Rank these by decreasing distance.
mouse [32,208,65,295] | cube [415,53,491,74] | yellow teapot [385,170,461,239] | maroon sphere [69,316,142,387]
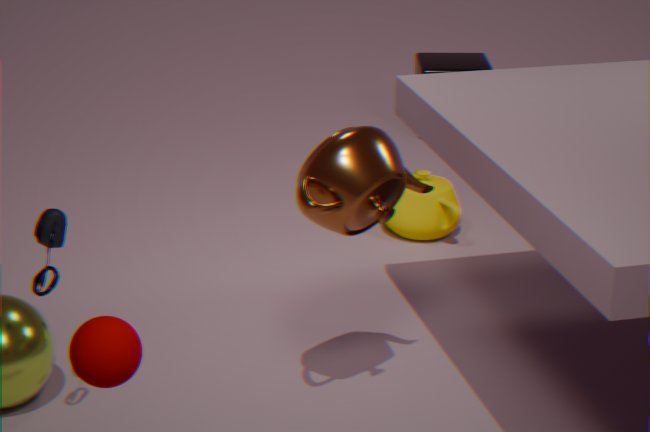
cube [415,53,491,74] → yellow teapot [385,170,461,239] → mouse [32,208,65,295] → maroon sphere [69,316,142,387]
